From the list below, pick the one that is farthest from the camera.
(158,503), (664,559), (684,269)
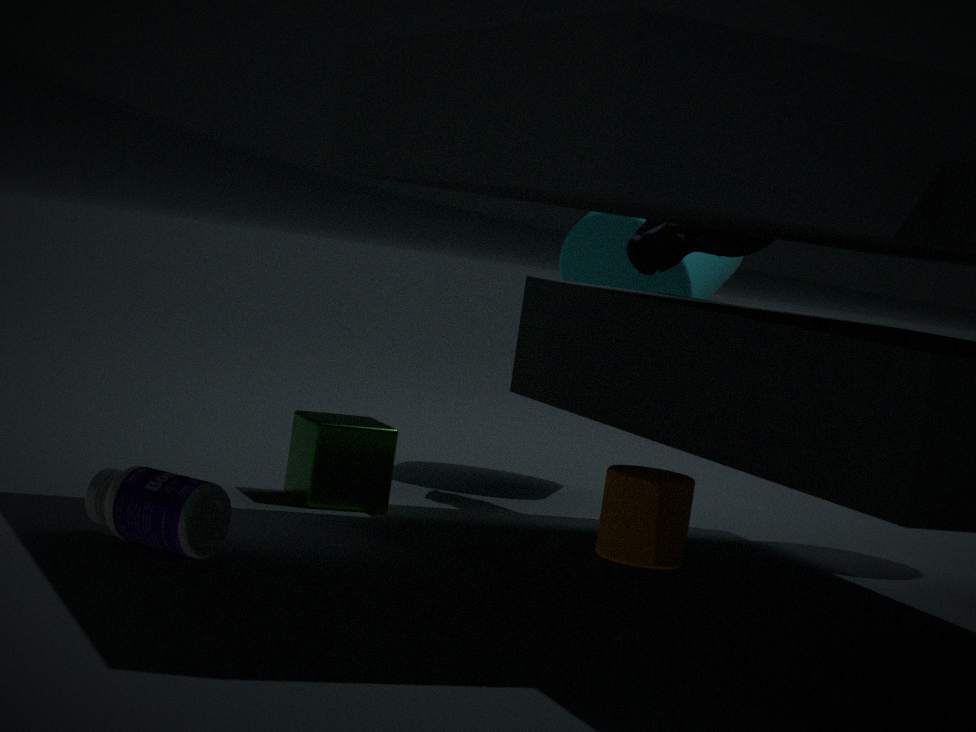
(684,269)
